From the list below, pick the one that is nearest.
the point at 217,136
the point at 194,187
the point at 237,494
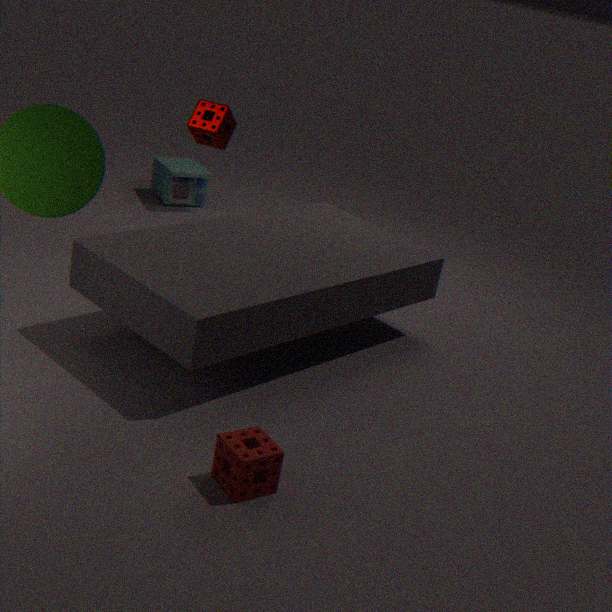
the point at 237,494
